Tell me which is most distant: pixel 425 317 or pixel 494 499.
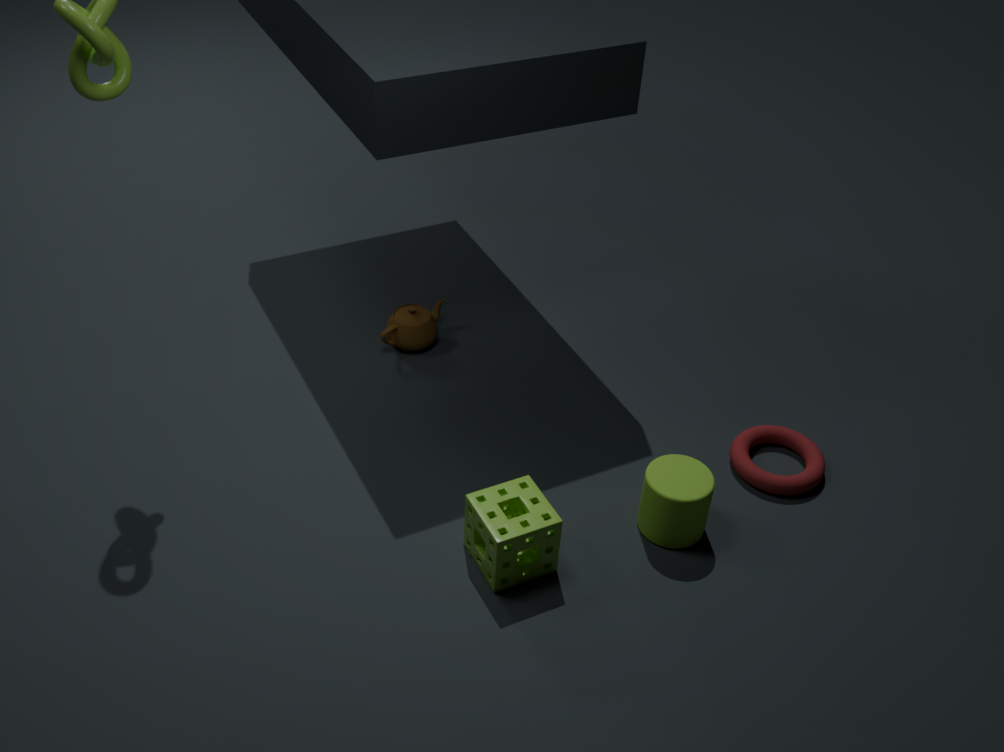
pixel 425 317
